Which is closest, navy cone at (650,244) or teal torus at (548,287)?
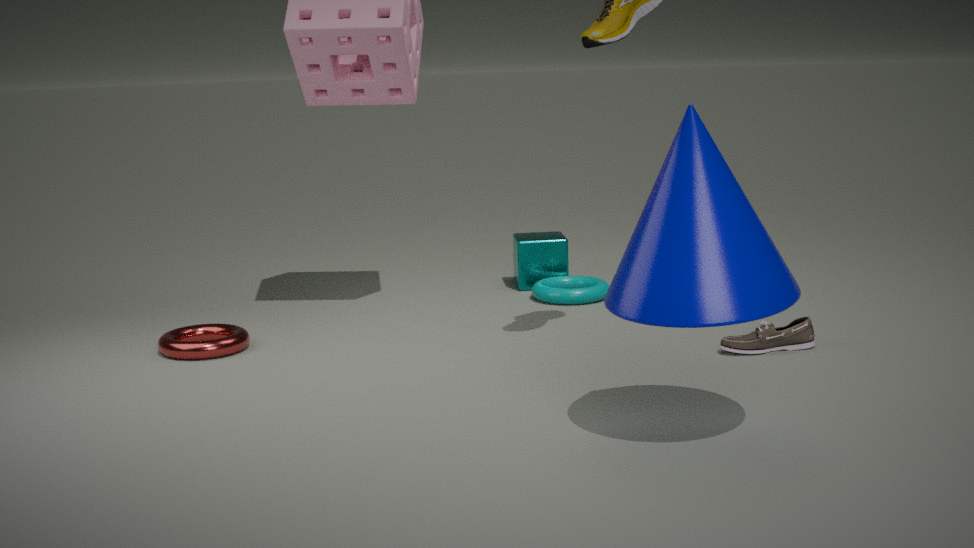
navy cone at (650,244)
